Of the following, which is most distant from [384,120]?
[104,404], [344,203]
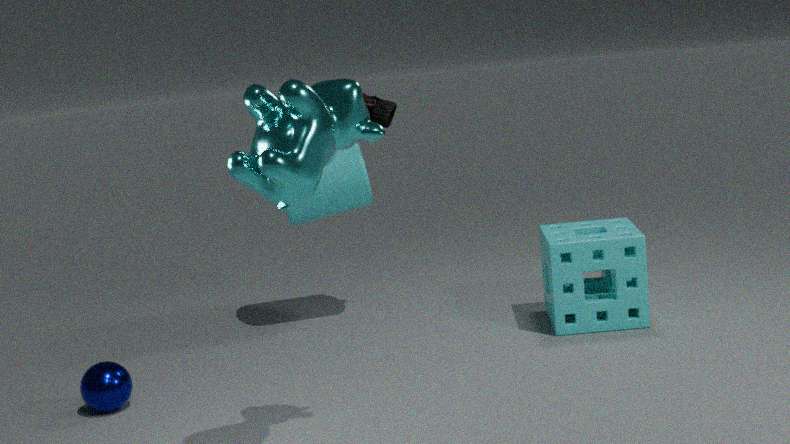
[104,404]
